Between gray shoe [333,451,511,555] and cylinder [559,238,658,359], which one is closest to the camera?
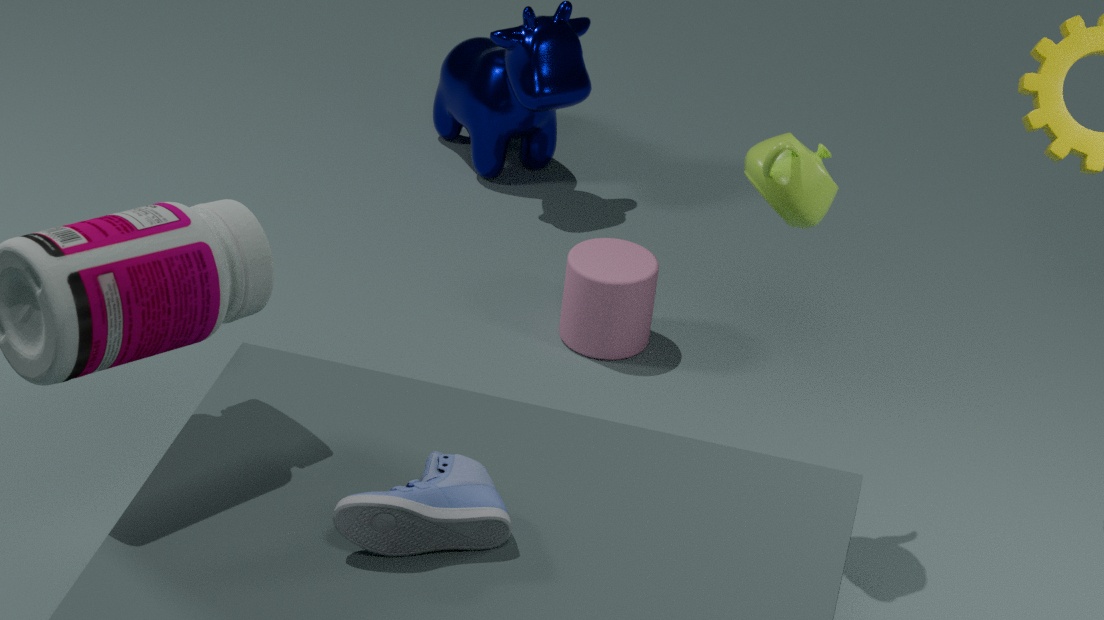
gray shoe [333,451,511,555]
